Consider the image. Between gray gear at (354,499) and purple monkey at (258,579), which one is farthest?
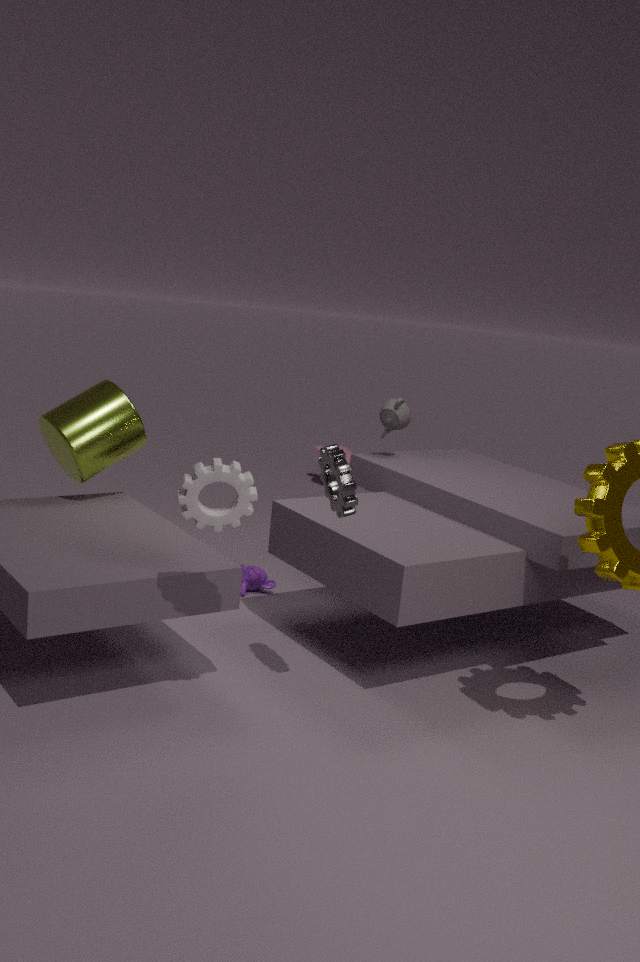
purple monkey at (258,579)
